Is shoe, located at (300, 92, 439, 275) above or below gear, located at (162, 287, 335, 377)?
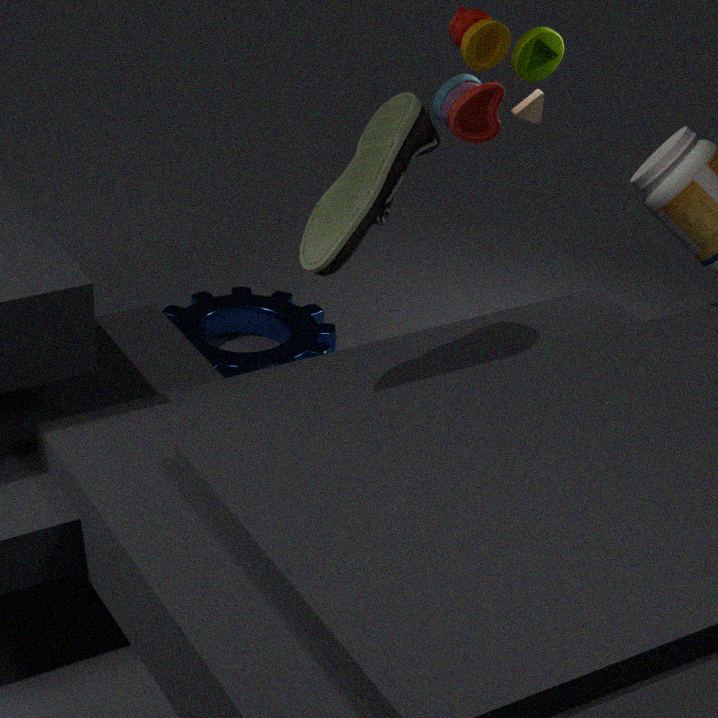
above
